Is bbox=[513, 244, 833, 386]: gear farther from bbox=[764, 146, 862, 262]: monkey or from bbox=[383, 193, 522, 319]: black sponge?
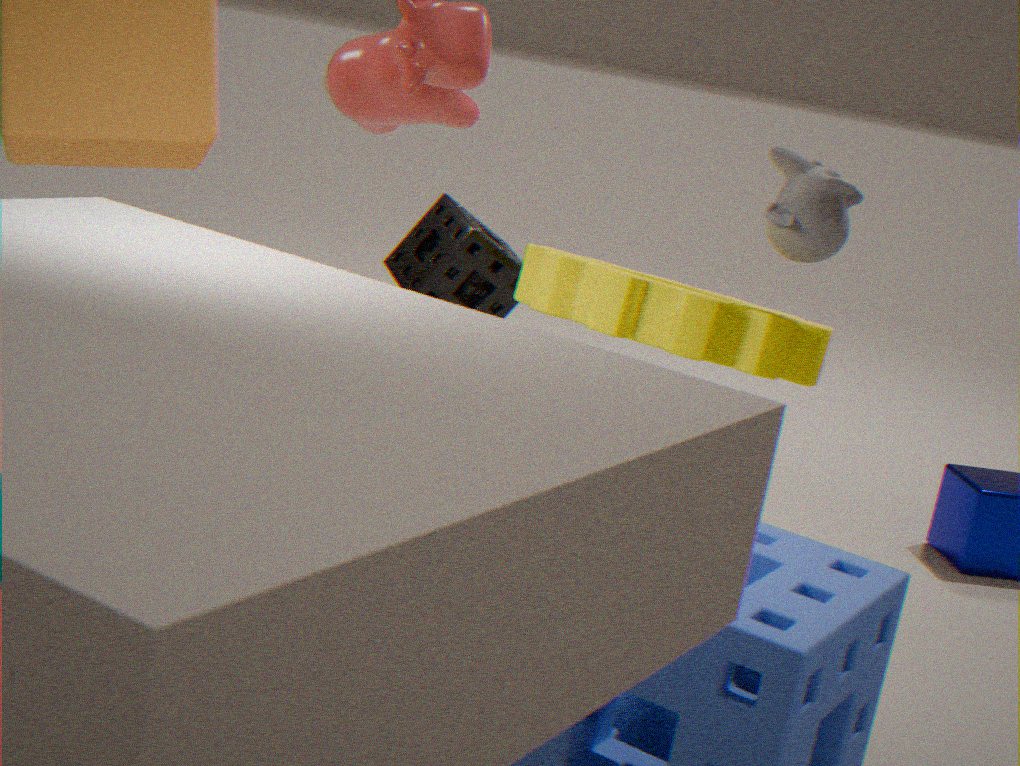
bbox=[764, 146, 862, 262]: monkey
